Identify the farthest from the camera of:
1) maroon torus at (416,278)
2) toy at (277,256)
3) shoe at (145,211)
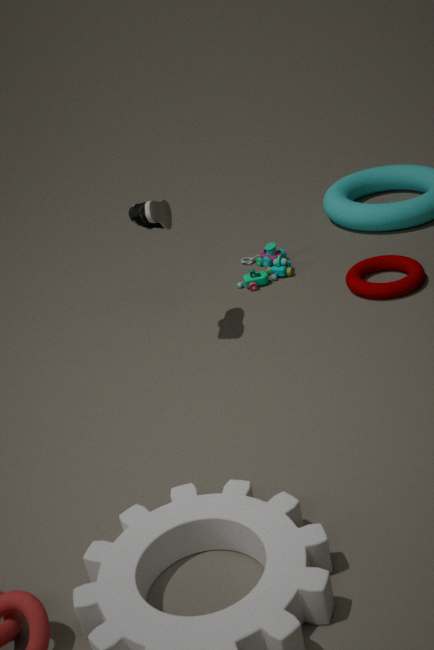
2. toy at (277,256)
